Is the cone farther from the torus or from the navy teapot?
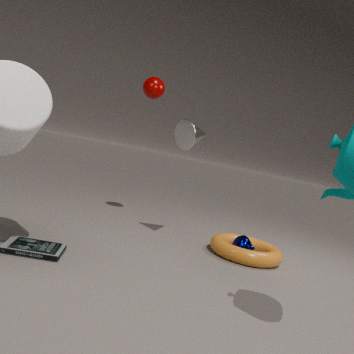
the navy teapot
